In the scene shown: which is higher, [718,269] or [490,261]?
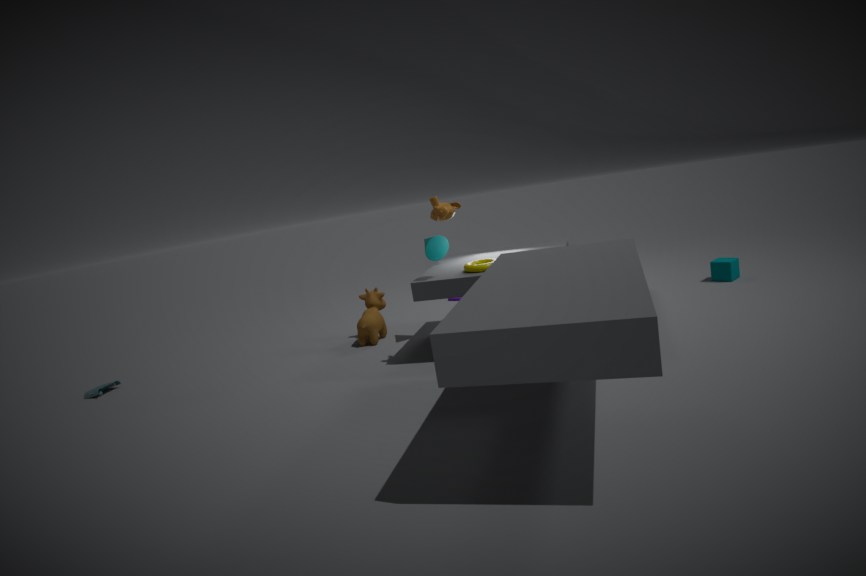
[490,261]
